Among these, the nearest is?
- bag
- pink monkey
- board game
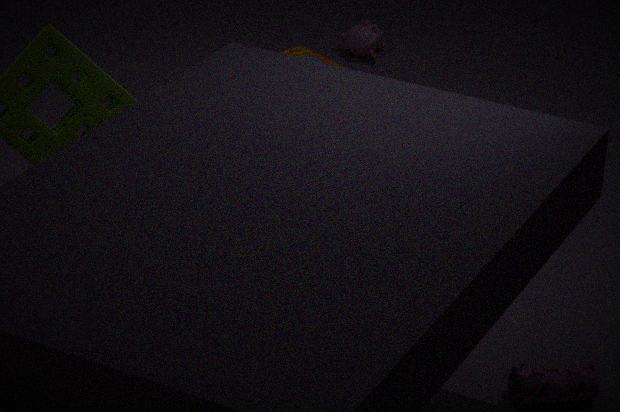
bag
